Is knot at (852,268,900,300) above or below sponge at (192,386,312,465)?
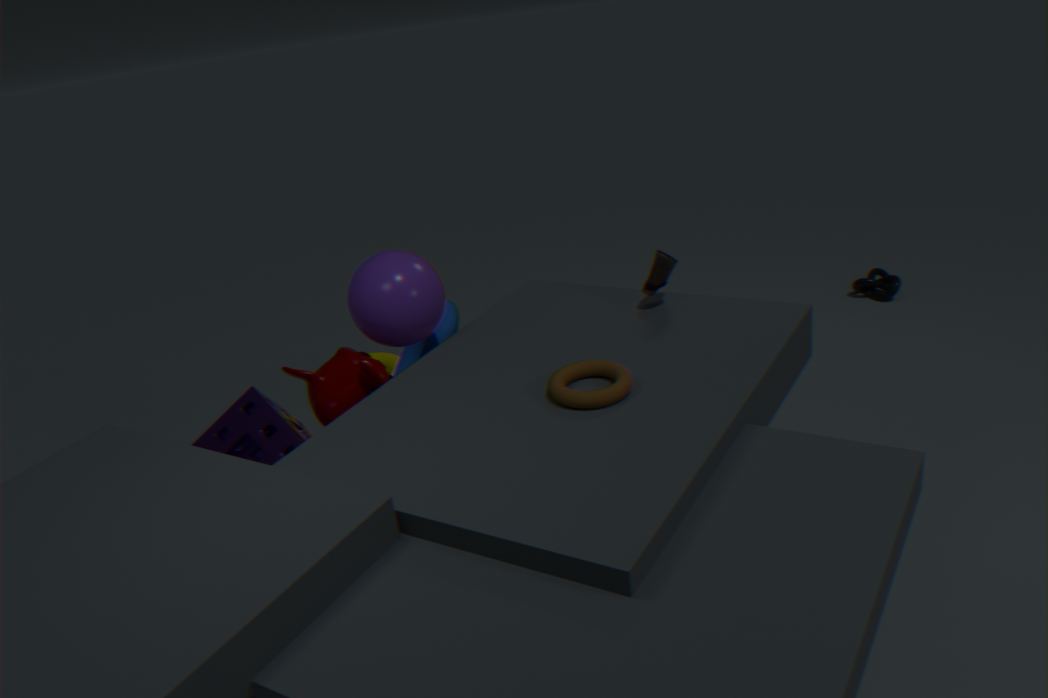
below
